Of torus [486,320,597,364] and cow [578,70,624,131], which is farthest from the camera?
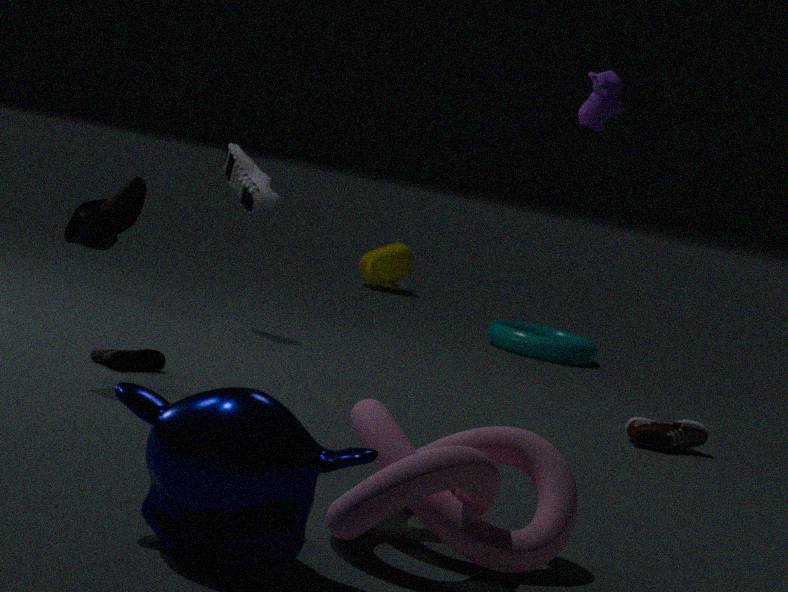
torus [486,320,597,364]
